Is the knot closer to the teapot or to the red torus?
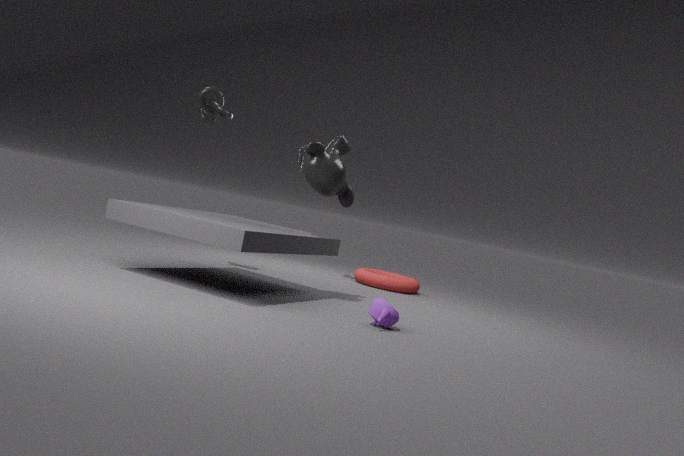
the red torus
